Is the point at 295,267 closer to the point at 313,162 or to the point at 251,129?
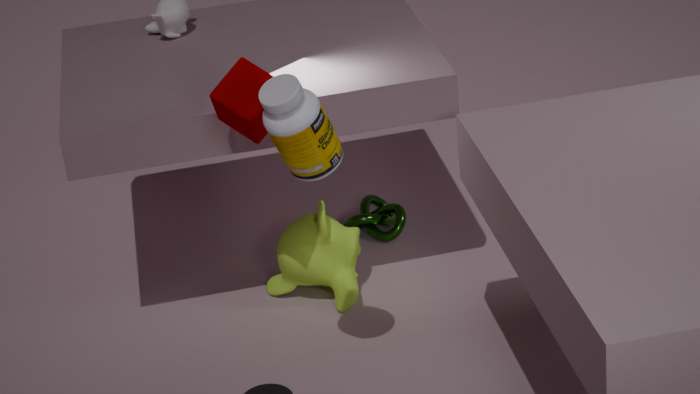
the point at 251,129
